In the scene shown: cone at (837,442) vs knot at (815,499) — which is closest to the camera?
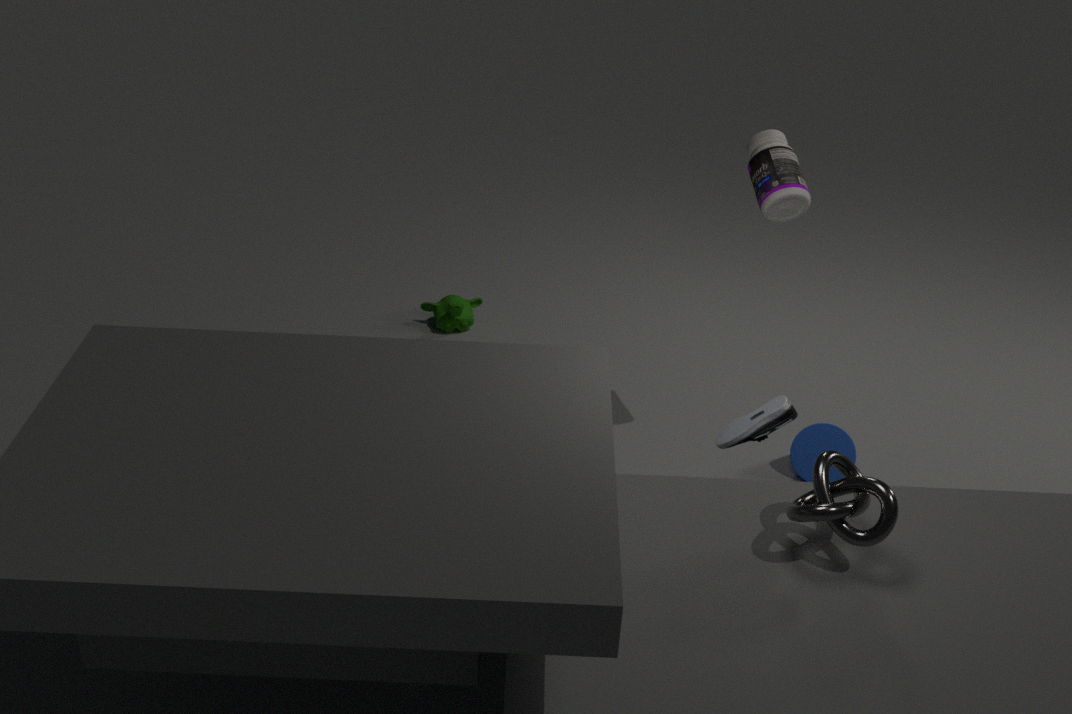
knot at (815,499)
